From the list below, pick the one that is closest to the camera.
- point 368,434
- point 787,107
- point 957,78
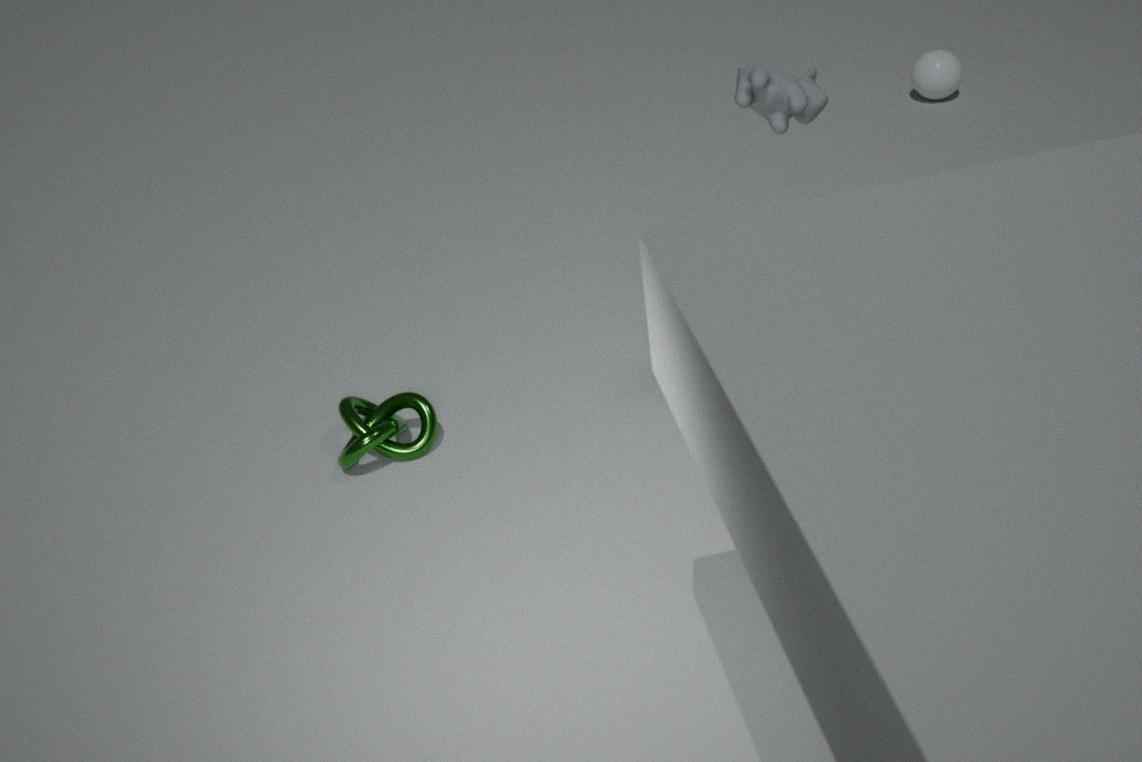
point 787,107
